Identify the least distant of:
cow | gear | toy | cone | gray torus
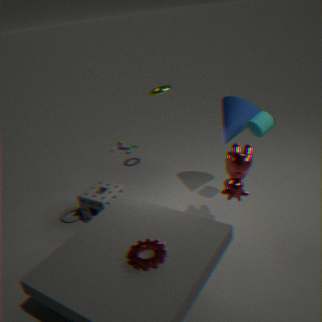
gear
